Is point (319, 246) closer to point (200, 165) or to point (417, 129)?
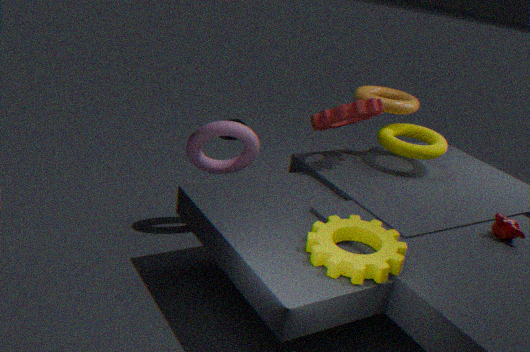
point (200, 165)
